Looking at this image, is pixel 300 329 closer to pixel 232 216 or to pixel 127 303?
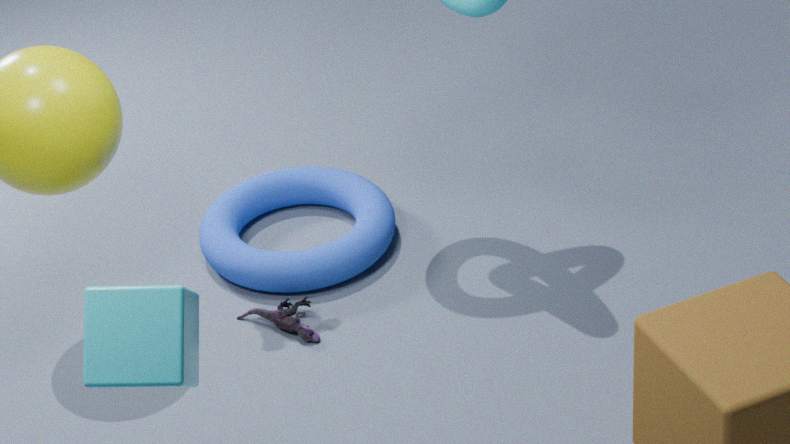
pixel 232 216
